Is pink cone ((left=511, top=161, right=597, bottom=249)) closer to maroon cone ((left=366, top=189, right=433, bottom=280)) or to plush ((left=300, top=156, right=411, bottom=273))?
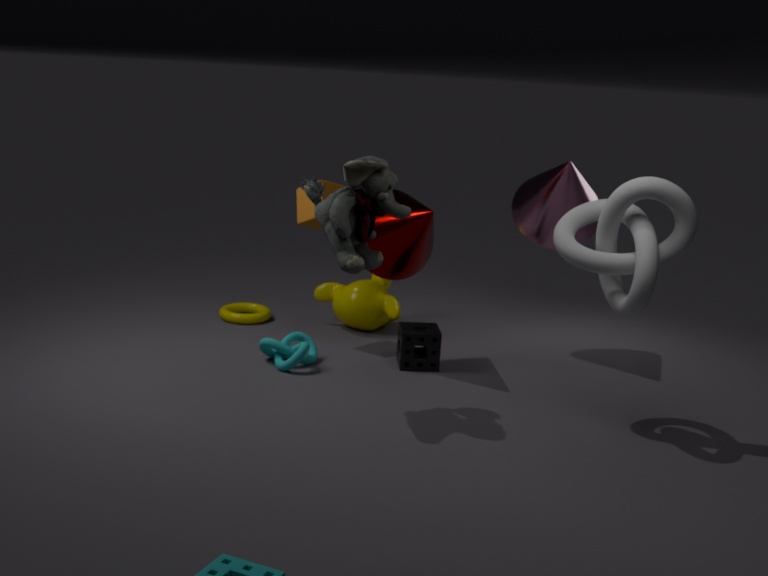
maroon cone ((left=366, top=189, right=433, bottom=280))
